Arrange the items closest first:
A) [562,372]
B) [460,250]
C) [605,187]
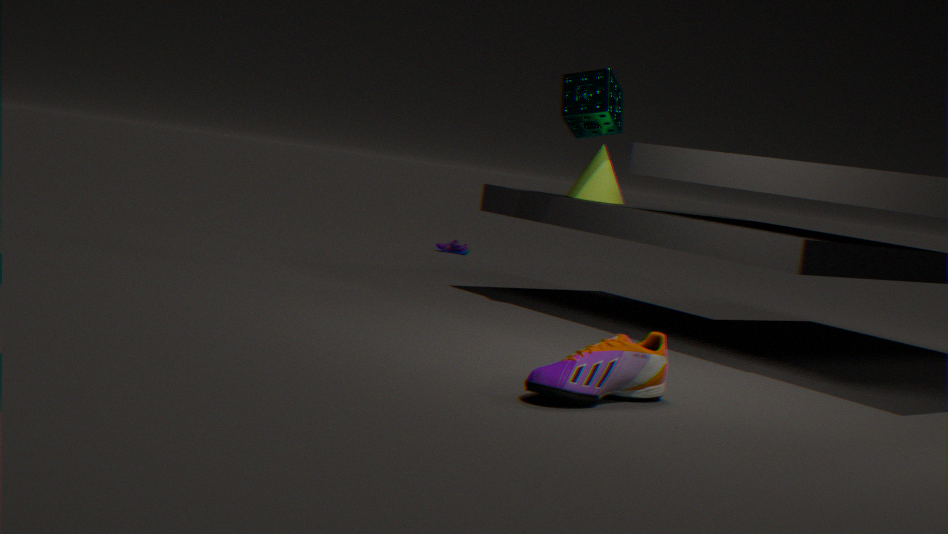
[562,372] < [605,187] < [460,250]
